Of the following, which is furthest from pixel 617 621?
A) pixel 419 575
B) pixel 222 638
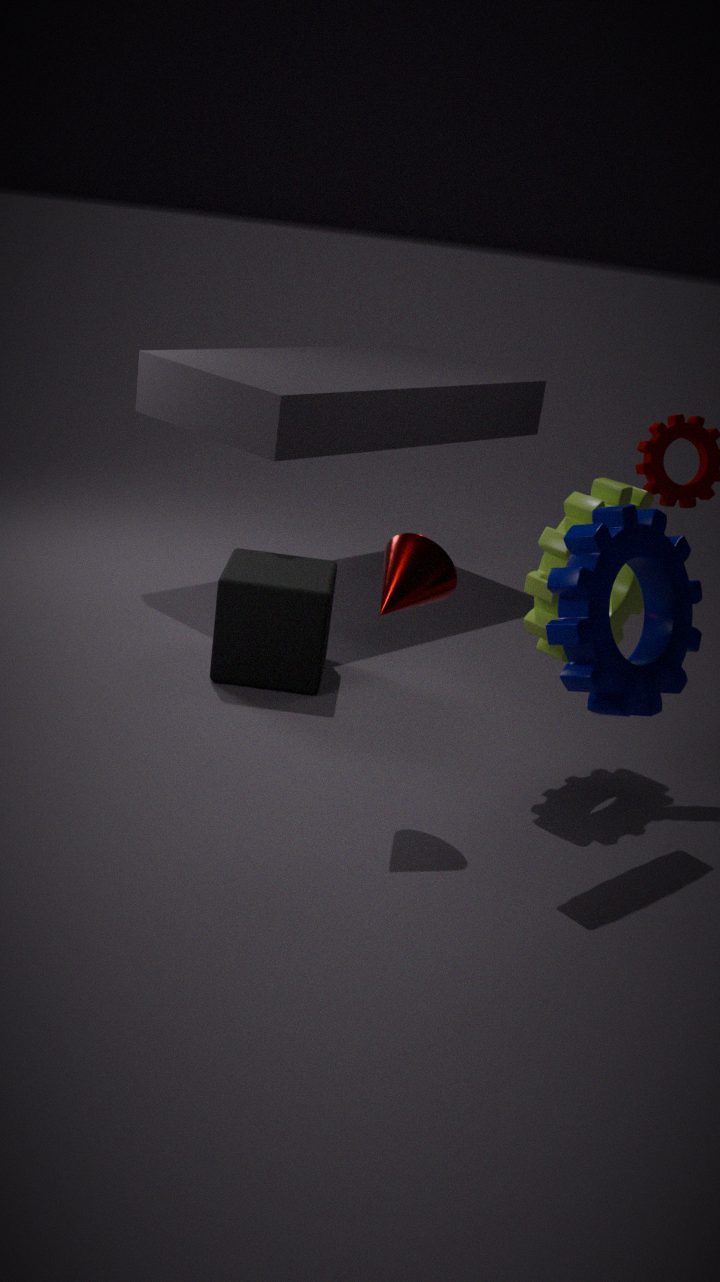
pixel 222 638
